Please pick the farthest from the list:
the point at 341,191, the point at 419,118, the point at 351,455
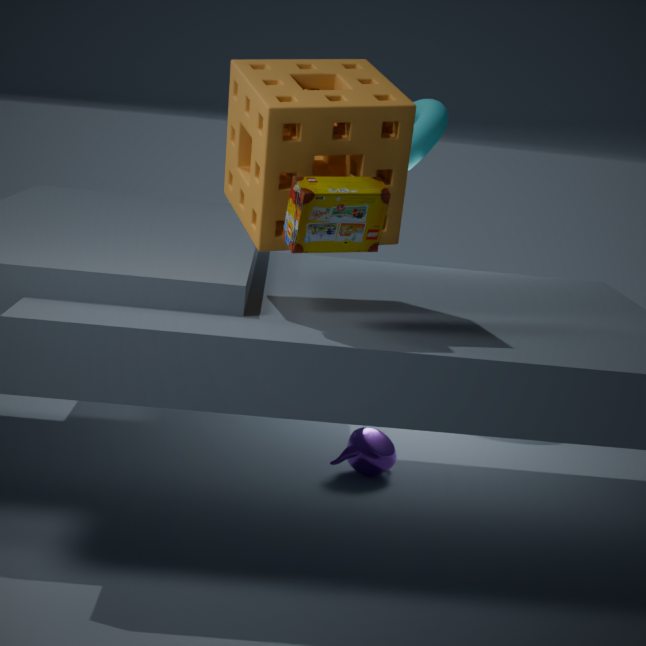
the point at 419,118
